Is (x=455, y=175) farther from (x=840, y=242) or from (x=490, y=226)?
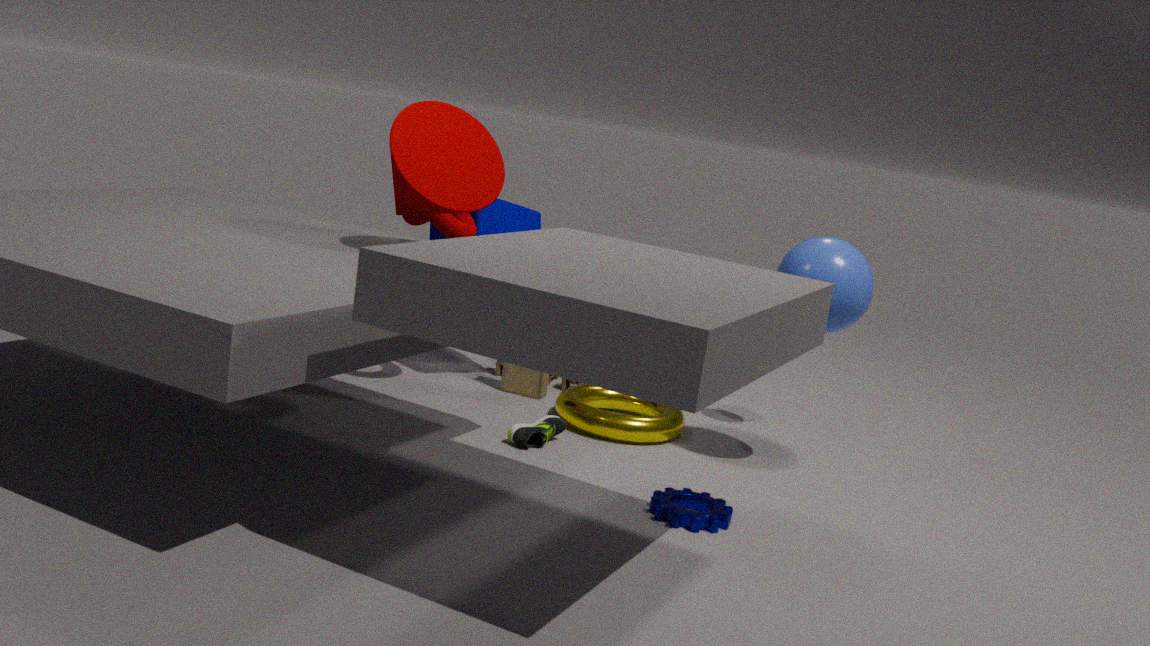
(x=840, y=242)
